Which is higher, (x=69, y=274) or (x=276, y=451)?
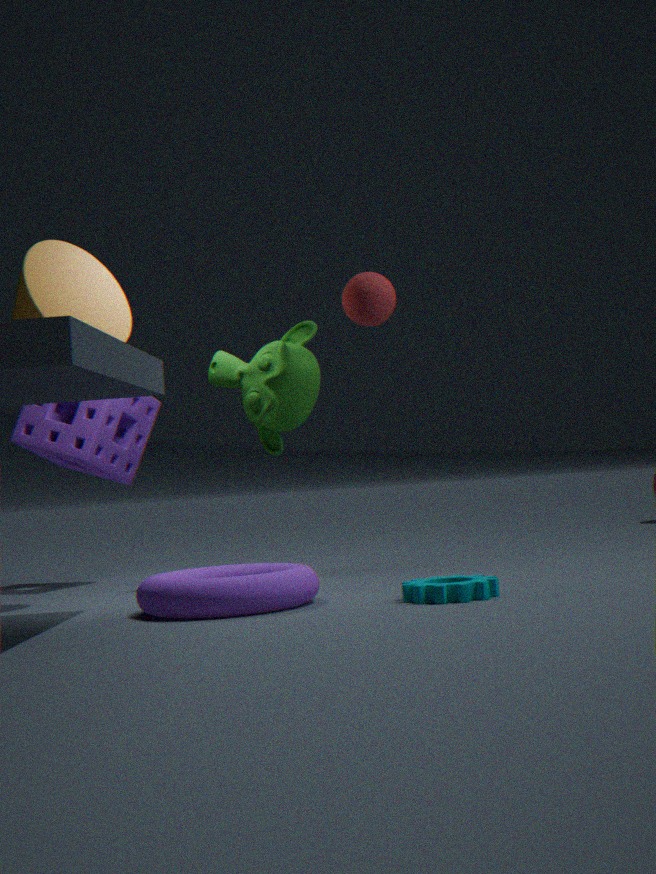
(x=69, y=274)
